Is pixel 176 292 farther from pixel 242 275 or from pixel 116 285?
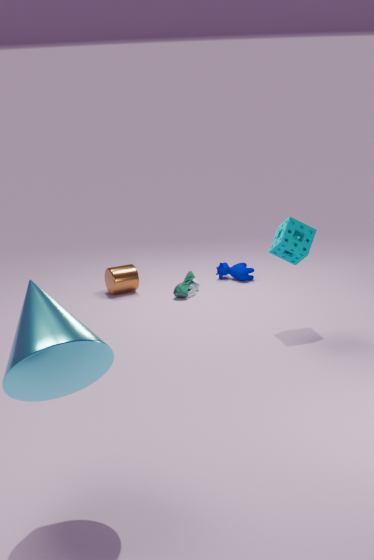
pixel 116 285
